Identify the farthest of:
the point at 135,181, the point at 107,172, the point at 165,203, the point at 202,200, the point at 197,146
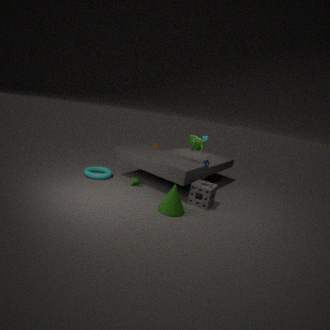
the point at 107,172
